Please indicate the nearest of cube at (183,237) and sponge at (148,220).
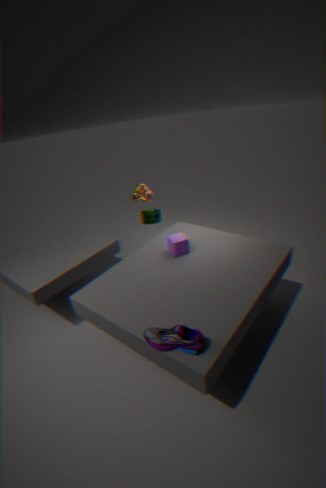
cube at (183,237)
